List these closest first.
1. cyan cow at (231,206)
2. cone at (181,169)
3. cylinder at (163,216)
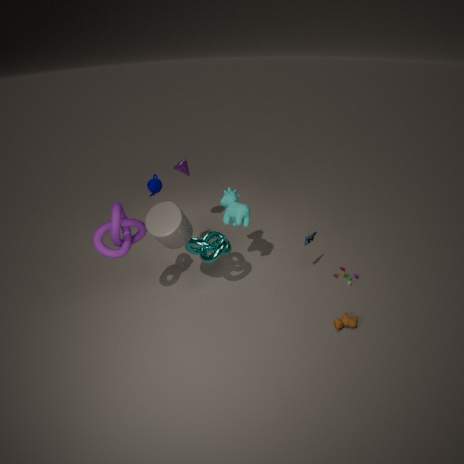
1. cylinder at (163,216)
2. cyan cow at (231,206)
3. cone at (181,169)
